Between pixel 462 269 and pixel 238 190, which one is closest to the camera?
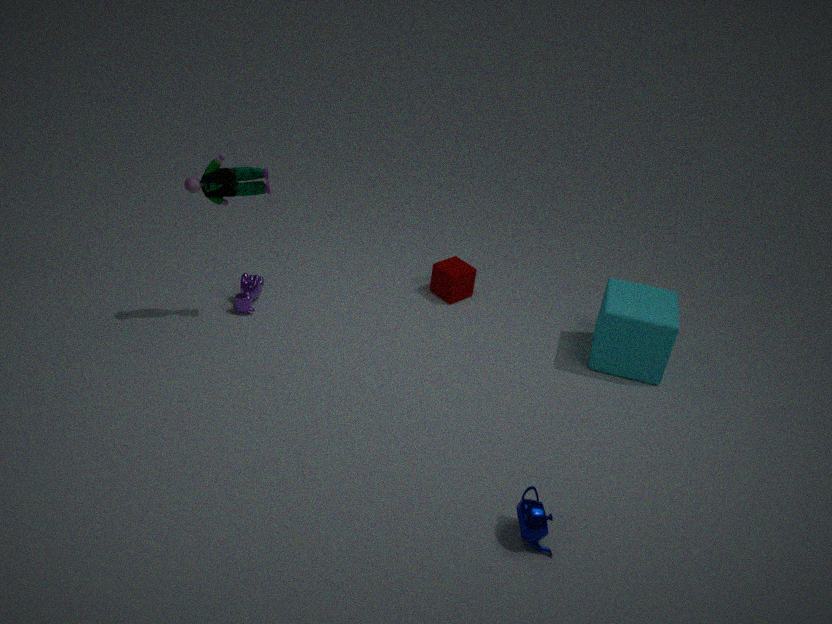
pixel 238 190
